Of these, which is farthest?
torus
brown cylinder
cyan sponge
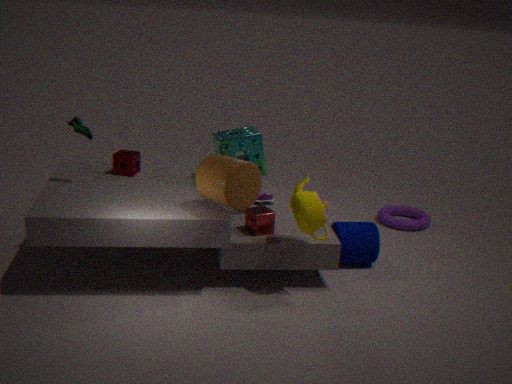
torus
